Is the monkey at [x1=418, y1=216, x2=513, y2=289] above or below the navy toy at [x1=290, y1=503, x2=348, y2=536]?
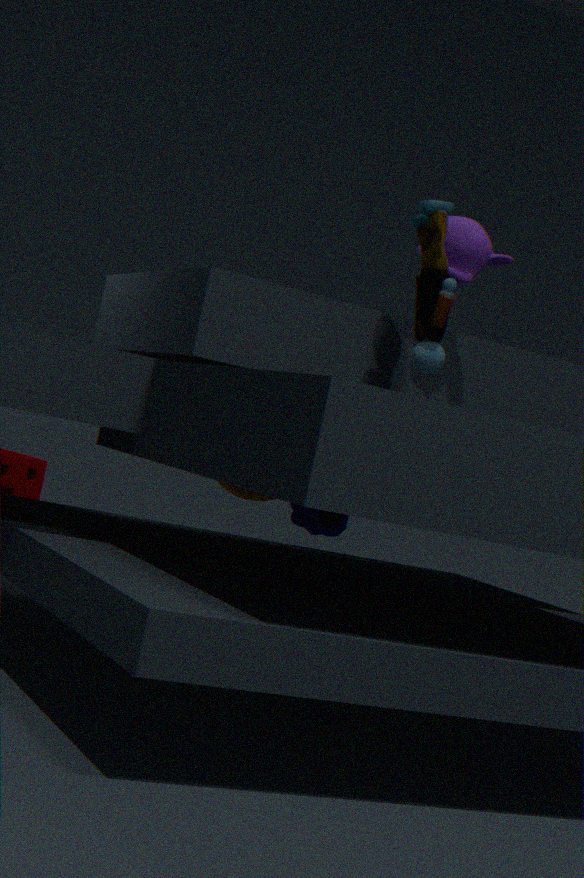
above
